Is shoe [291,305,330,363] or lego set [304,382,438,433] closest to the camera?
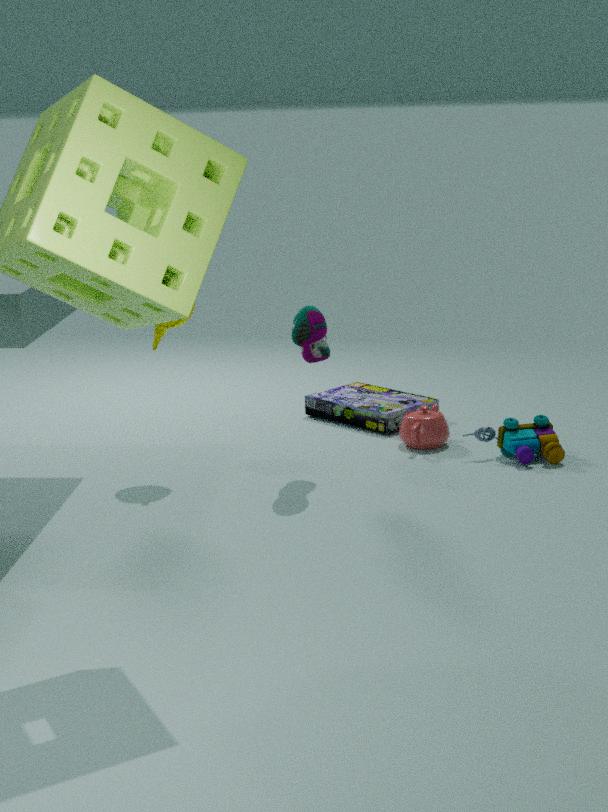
shoe [291,305,330,363]
